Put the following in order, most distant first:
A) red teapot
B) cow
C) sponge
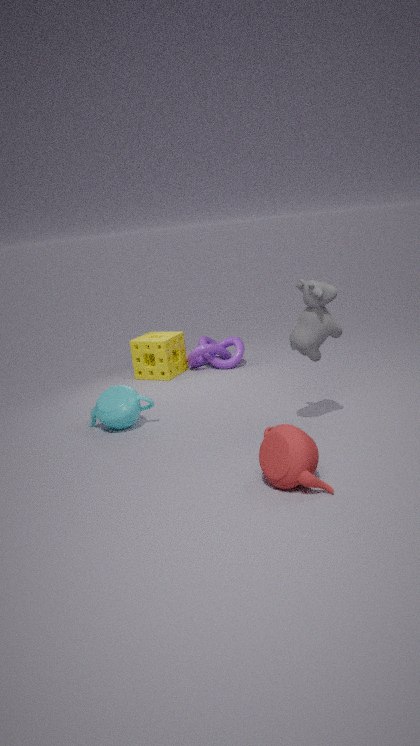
1. sponge
2. cow
3. red teapot
